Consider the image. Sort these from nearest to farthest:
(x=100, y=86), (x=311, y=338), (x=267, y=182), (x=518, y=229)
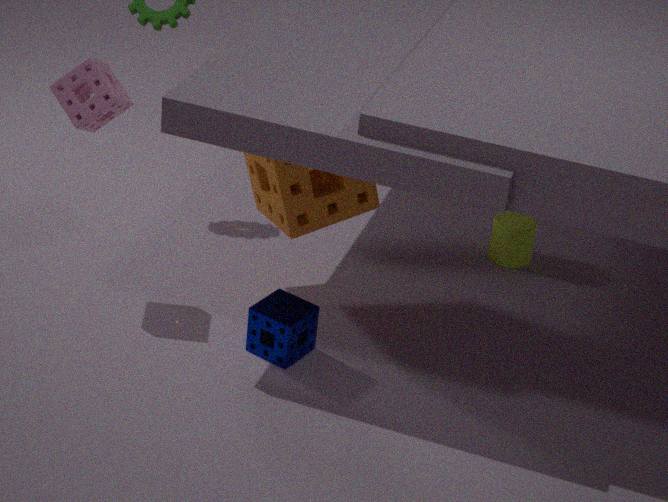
1. (x=100, y=86)
2. (x=311, y=338)
3. (x=267, y=182)
4. (x=518, y=229)
